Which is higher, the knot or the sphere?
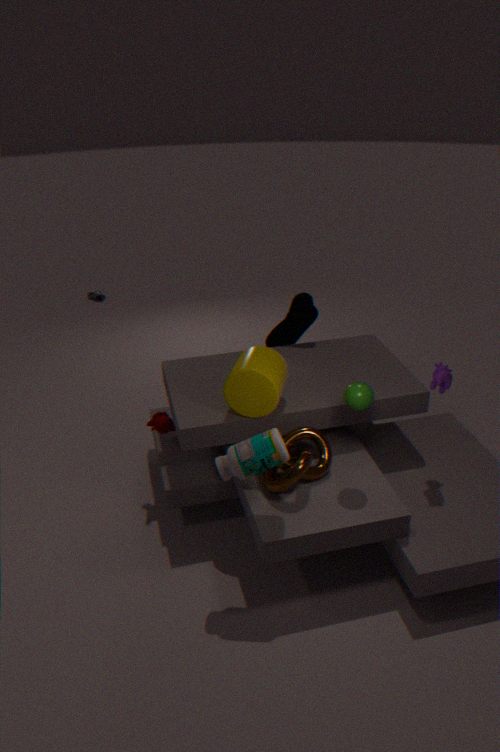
the sphere
